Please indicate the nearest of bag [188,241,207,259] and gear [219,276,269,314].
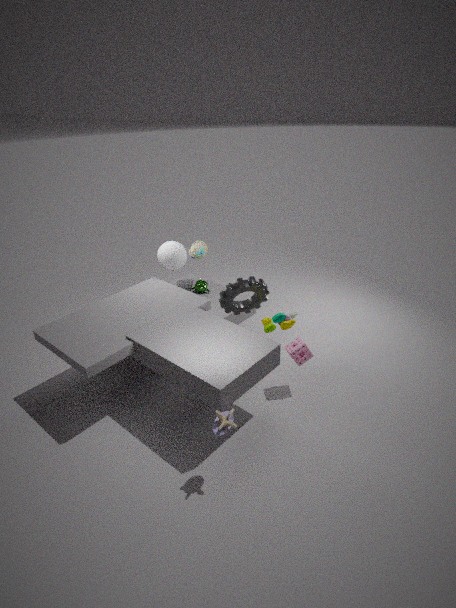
gear [219,276,269,314]
